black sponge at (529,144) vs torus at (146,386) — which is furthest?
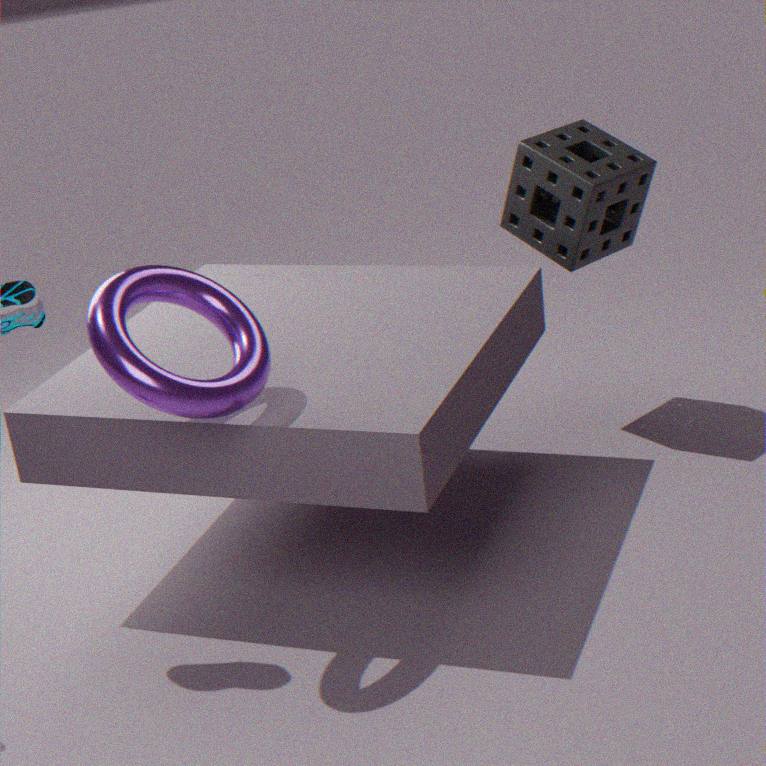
black sponge at (529,144)
